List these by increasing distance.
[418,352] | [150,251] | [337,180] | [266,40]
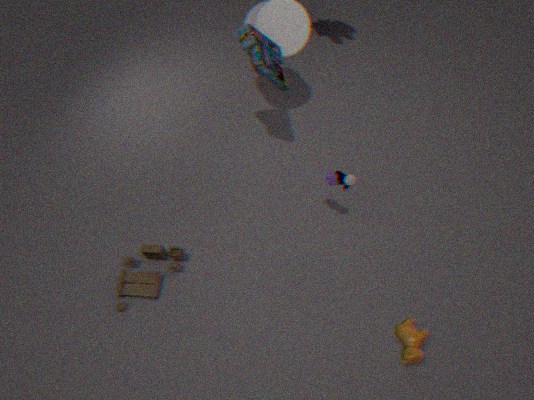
[418,352] → [337,180] → [150,251] → [266,40]
